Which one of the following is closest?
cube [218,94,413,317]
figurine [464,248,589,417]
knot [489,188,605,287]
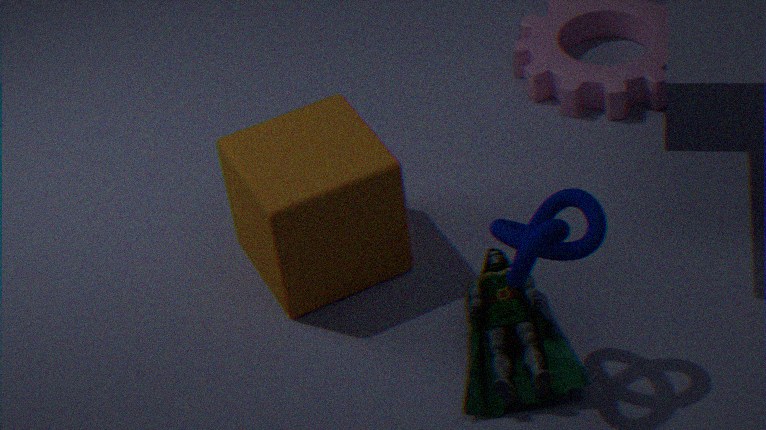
A: knot [489,188,605,287]
